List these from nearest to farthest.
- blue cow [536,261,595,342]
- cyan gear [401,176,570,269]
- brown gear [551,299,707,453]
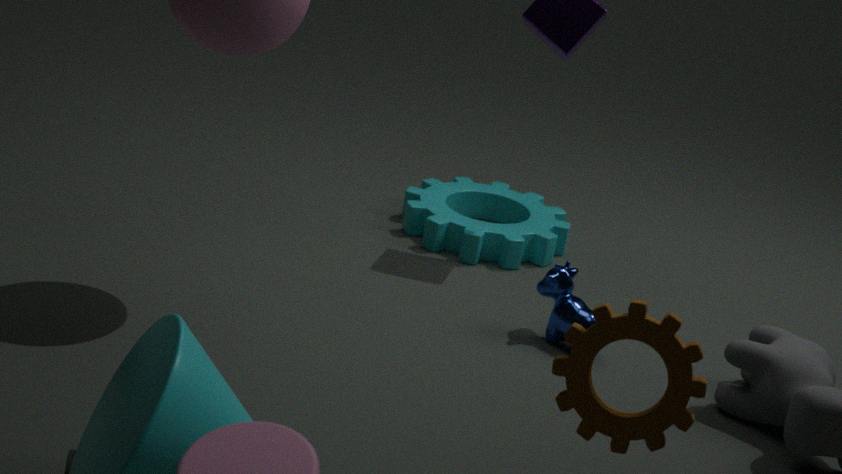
brown gear [551,299,707,453]
blue cow [536,261,595,342]
cyan gear [401,176,570,269]
